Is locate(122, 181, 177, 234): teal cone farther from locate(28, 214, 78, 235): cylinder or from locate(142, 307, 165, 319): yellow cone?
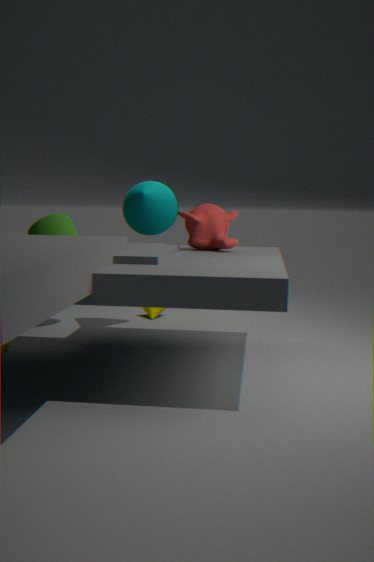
locate(142, 307, 165, 319): yellow cone
